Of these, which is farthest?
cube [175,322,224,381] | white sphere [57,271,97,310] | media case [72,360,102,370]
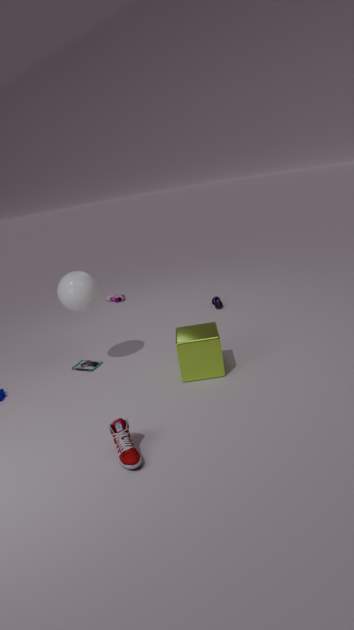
media case [72,360,102,370]
